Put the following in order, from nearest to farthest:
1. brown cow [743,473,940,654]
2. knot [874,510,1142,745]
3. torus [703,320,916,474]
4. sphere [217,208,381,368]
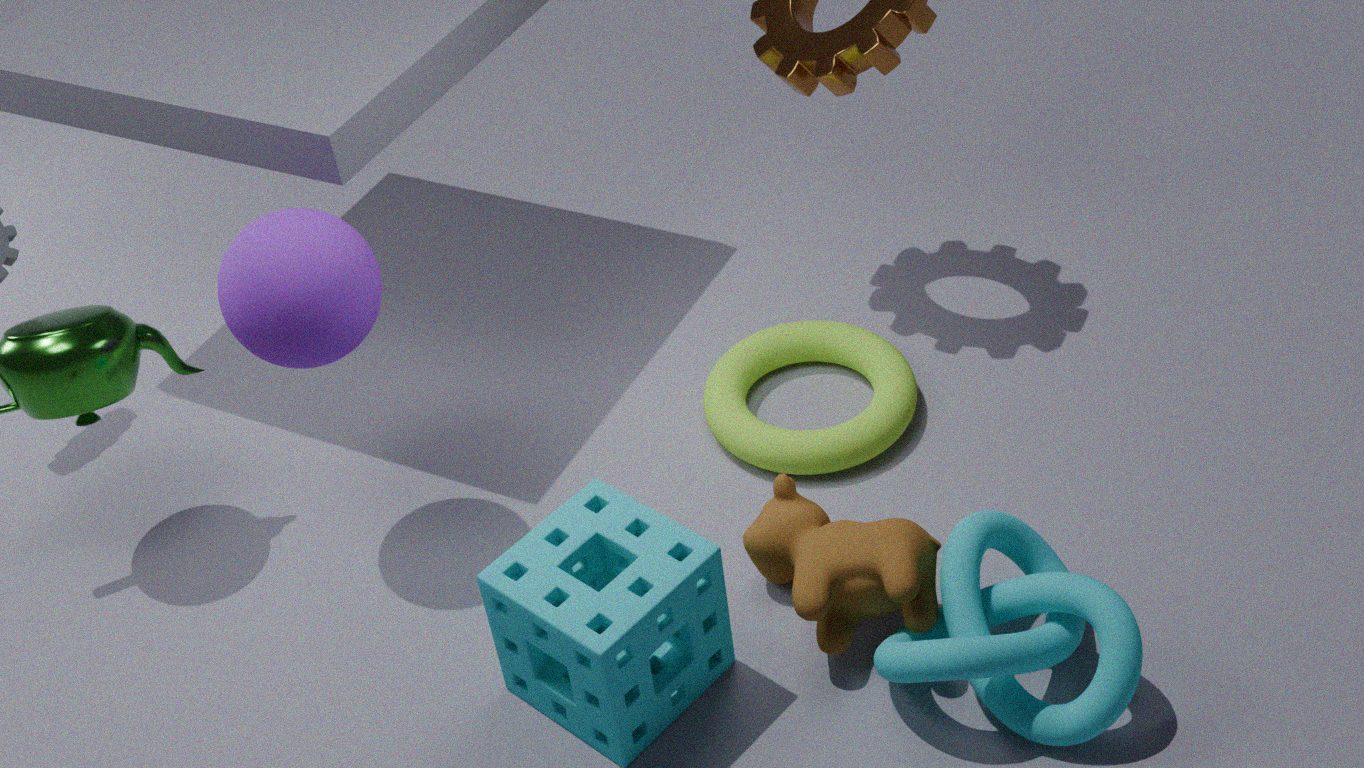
knot [874,510,1142,745], brown cow [743,473,940,654], sphere [217,208,381,368], torus [703,320,916,474]
